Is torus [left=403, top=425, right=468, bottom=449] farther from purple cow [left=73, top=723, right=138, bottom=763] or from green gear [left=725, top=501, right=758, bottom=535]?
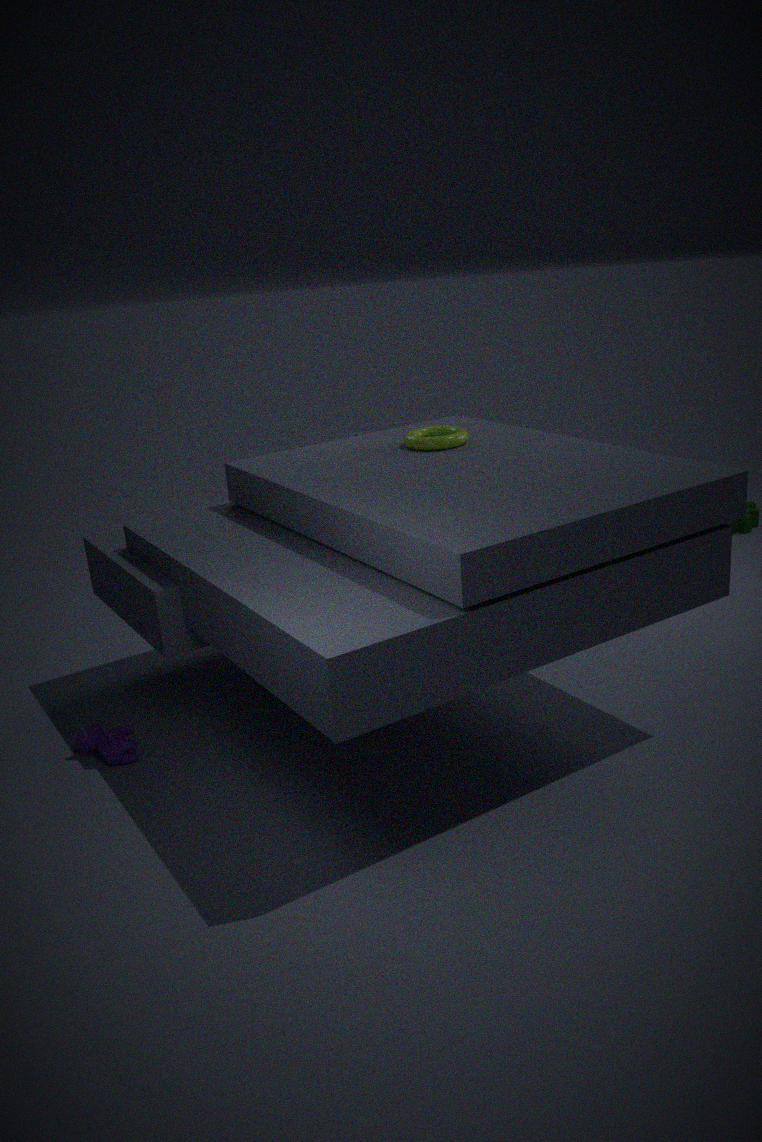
green gear [left=725, top=501, right=758, bottom=535]
